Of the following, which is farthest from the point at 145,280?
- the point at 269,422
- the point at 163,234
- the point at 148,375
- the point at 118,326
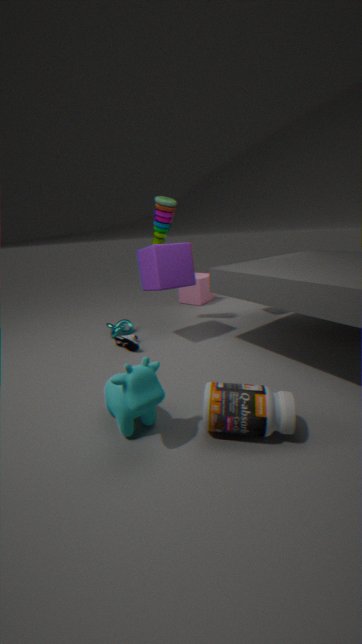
the point at 269,422
